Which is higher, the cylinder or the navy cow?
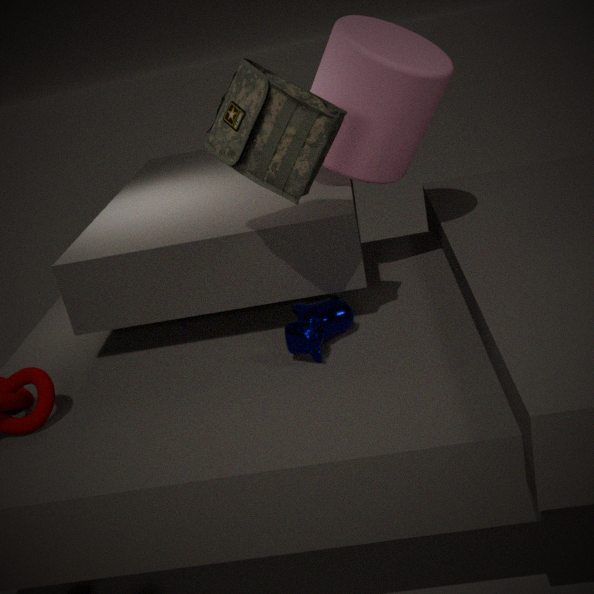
the cylinder
